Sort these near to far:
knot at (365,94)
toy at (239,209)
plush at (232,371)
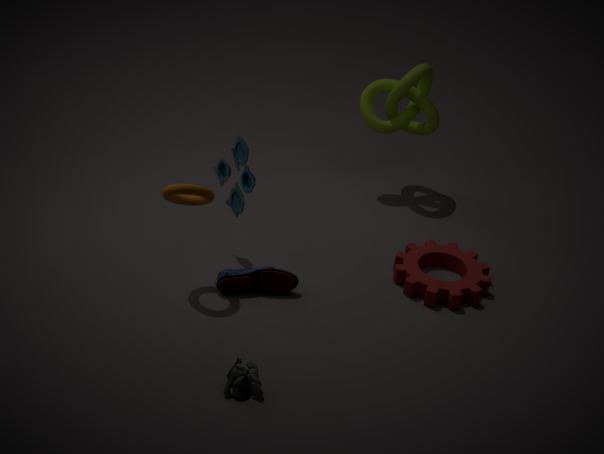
1. plush at (232,371)
2. toy at (239,209)
3. knot at (365,94)
